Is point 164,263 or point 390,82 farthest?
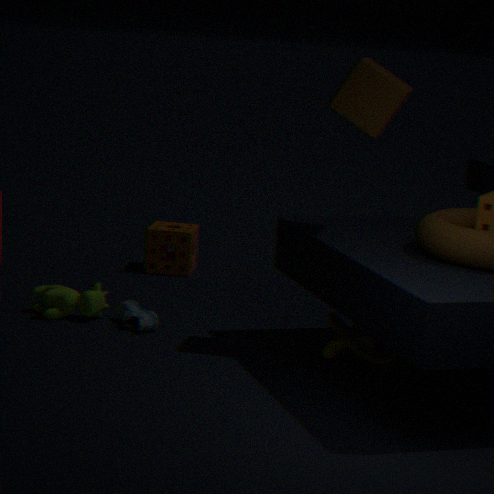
point 164,263
